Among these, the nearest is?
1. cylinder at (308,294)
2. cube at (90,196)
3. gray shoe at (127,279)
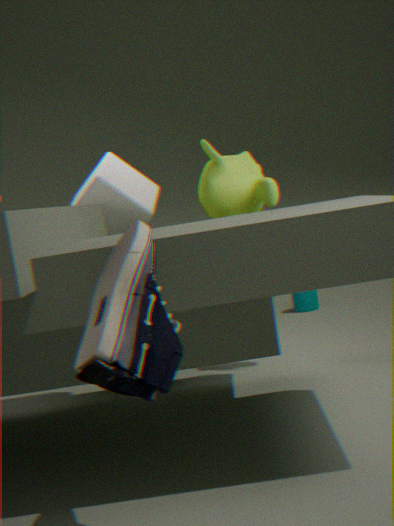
gray shoe at (127,279)
